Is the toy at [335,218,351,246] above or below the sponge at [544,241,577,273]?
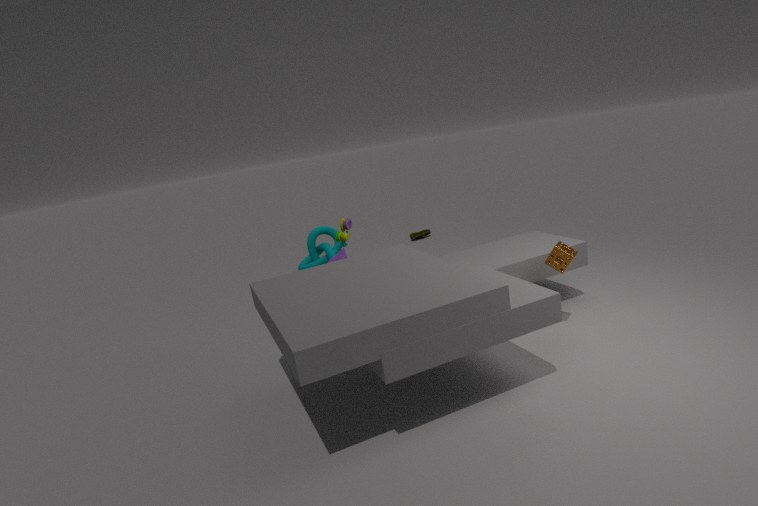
above
